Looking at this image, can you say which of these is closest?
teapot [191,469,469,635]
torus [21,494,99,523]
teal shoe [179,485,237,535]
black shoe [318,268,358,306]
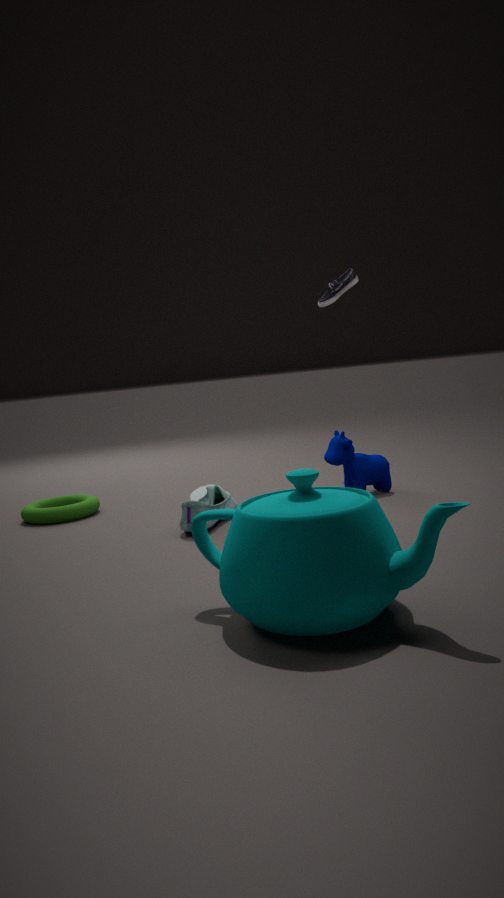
teapot [191,469,469,635]
